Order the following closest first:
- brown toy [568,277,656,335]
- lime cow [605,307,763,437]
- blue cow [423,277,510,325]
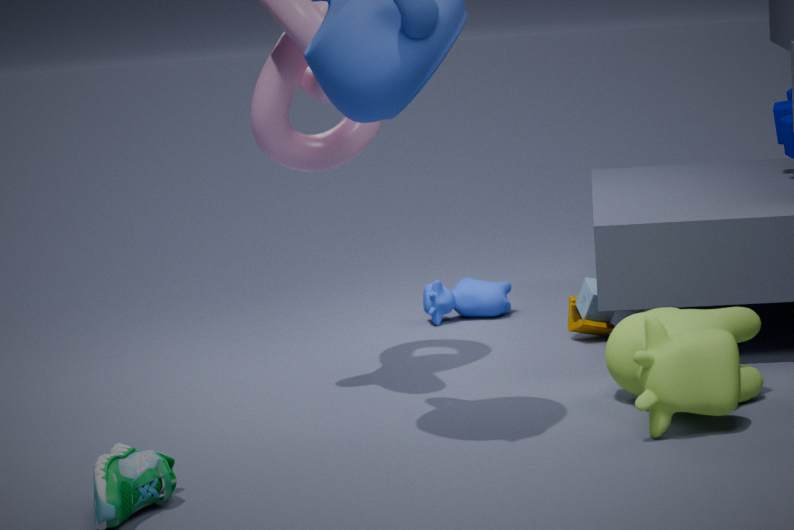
1. lime cow [605,307,763,437]
2. brown toy [568,277,656,335]
3. blue cow [423,277,510,325]
